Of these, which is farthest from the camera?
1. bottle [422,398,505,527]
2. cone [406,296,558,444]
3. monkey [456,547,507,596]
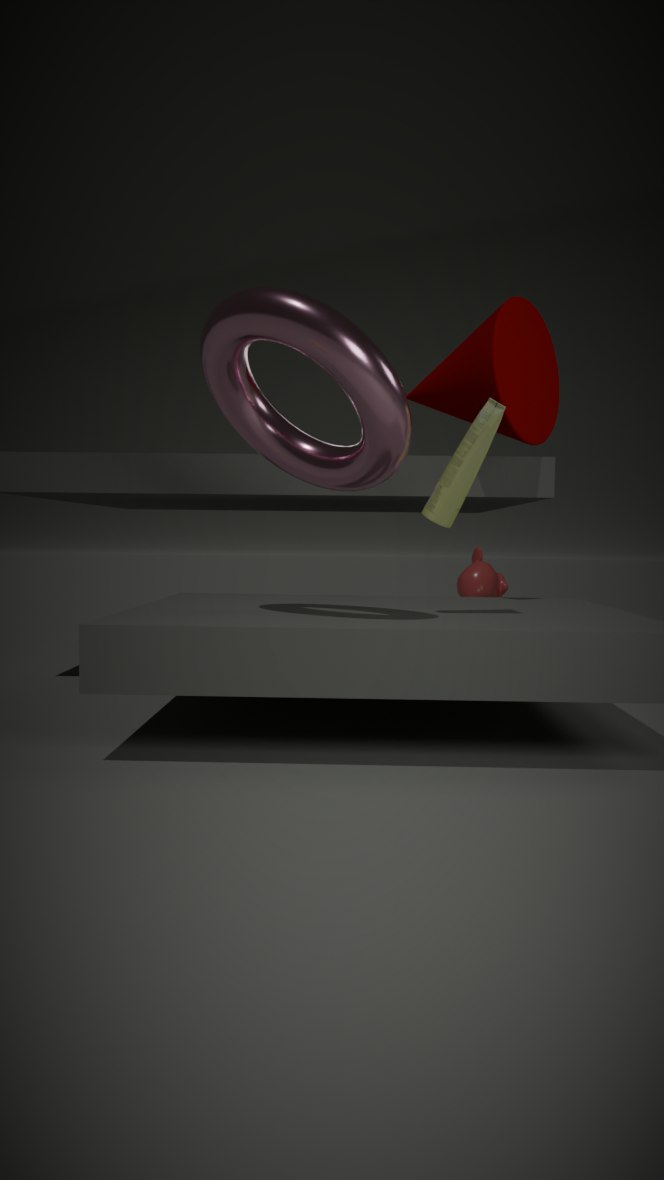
monkey [456,547,507,596]
